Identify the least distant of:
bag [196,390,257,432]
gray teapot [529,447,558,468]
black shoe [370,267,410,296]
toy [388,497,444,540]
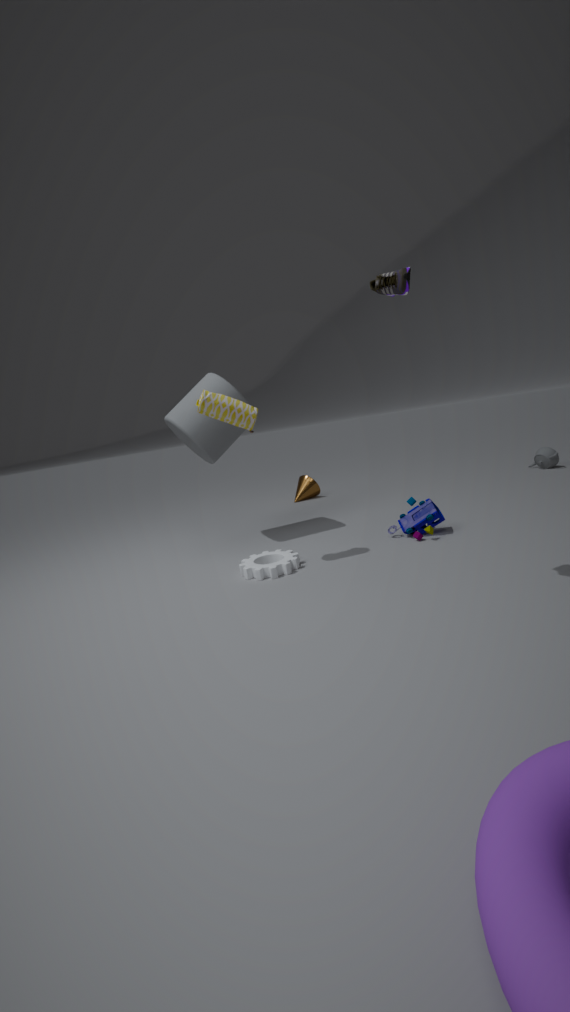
black shoe [370,267,410,296]
